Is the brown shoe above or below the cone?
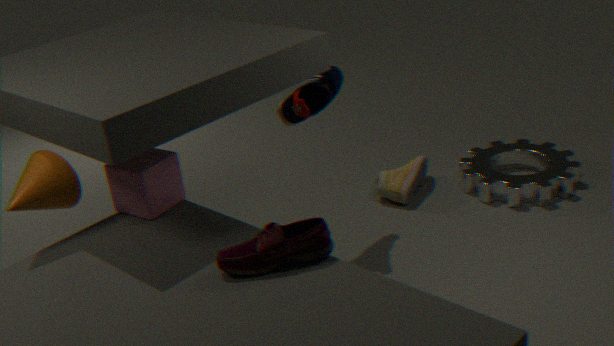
below
